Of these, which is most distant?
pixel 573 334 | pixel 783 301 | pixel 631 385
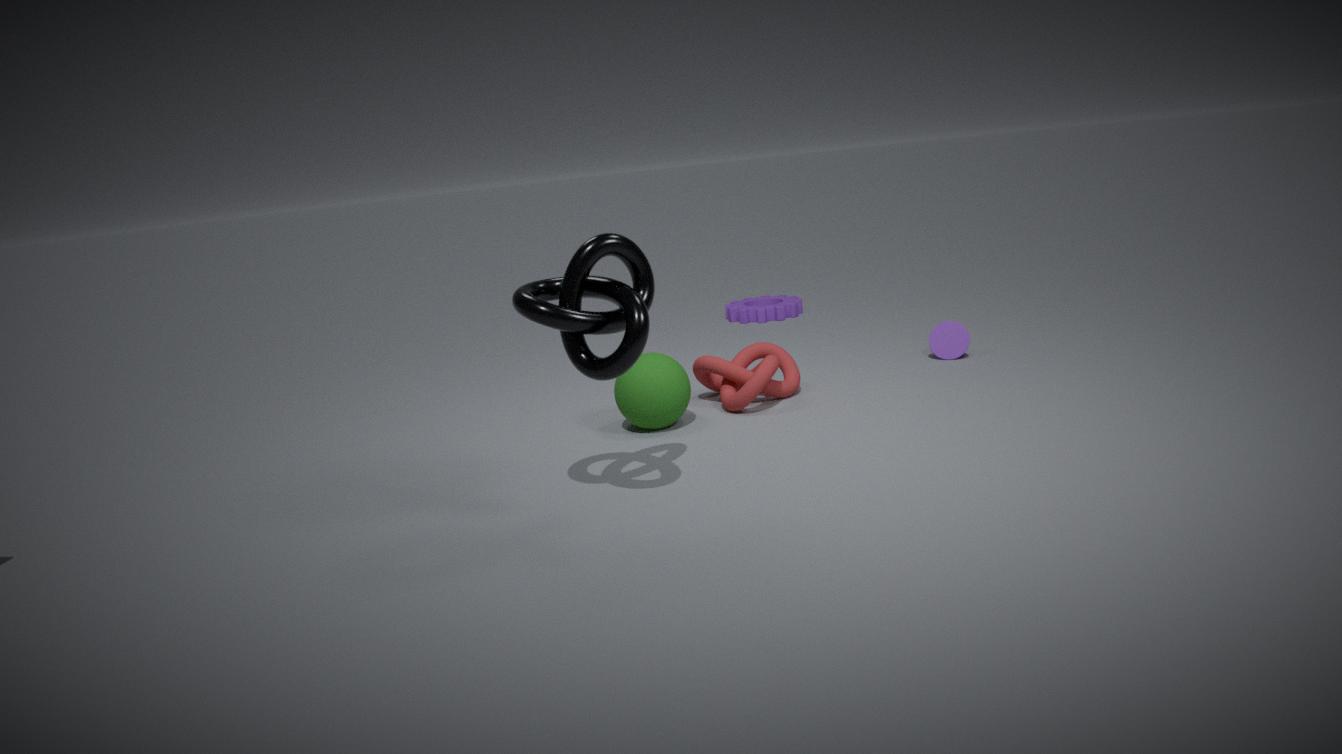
pixel 783 301
